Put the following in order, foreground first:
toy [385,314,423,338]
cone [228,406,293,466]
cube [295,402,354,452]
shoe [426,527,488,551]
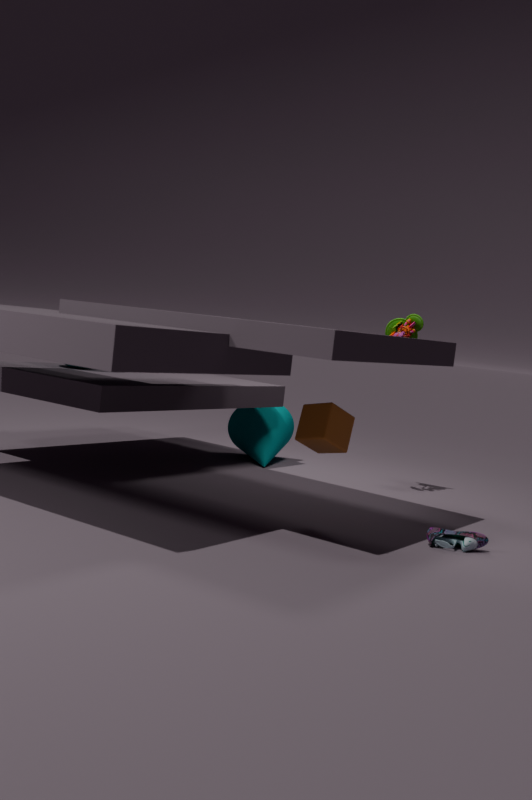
shoe [426,527,488,551]
cube [295,402,354,452]
toy [385,314,423,338]
cone [228,406,293,466]
